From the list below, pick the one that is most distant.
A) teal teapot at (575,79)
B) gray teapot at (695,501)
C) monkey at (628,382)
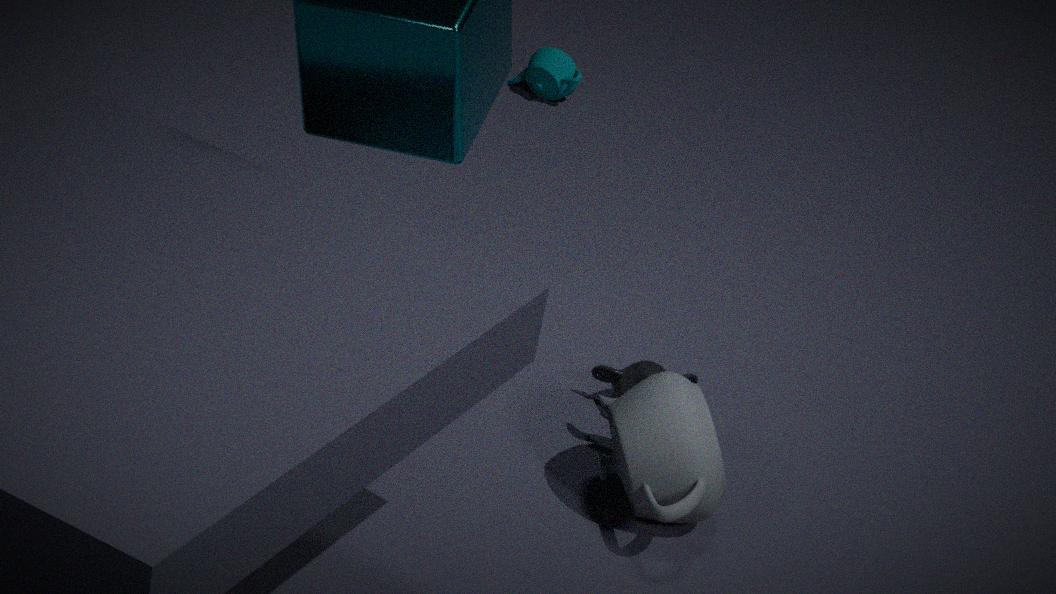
A. teal teapot at (575,79)
